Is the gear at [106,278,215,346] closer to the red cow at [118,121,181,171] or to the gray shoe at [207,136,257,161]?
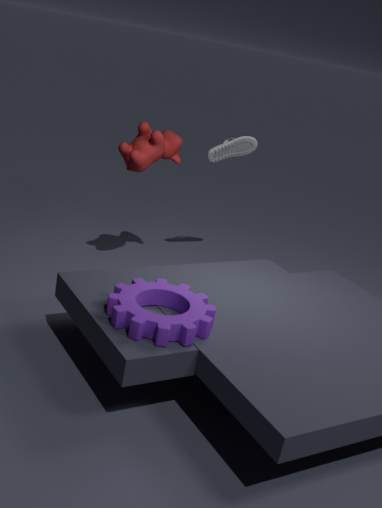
the red cow at [118,121,181,171]
